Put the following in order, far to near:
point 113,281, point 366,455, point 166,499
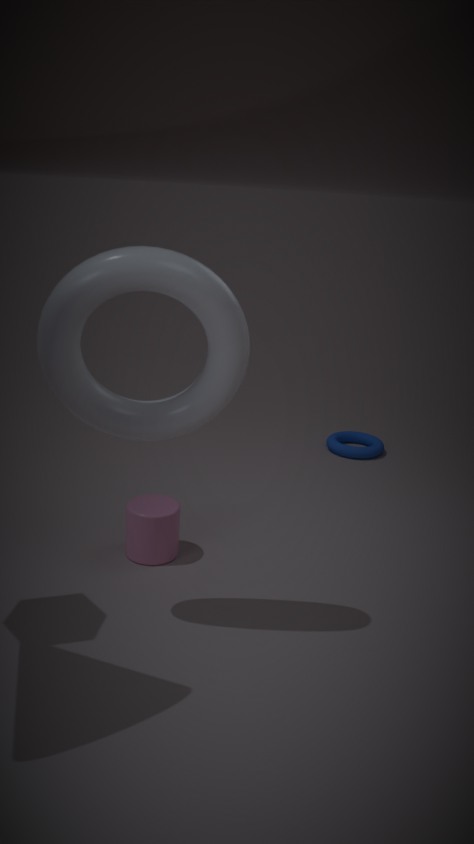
point 366,455 < point 166,499 < point 113,281
